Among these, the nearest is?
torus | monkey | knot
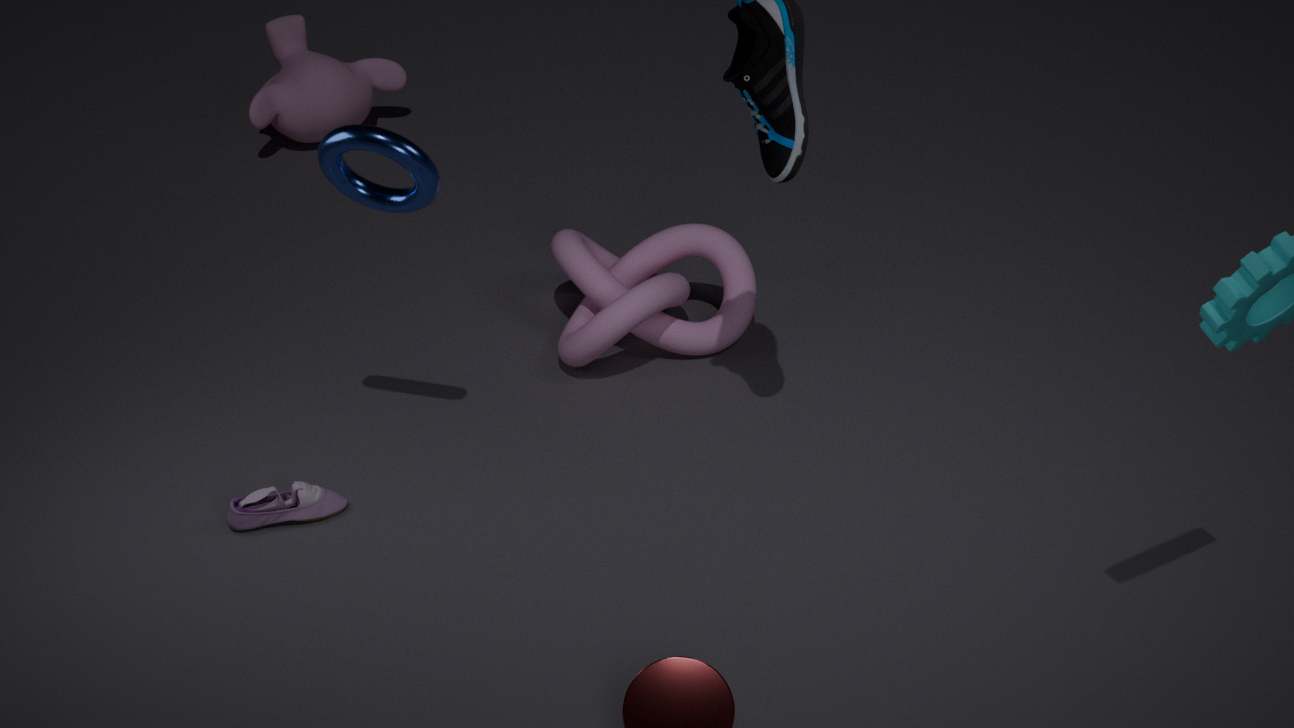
torus
